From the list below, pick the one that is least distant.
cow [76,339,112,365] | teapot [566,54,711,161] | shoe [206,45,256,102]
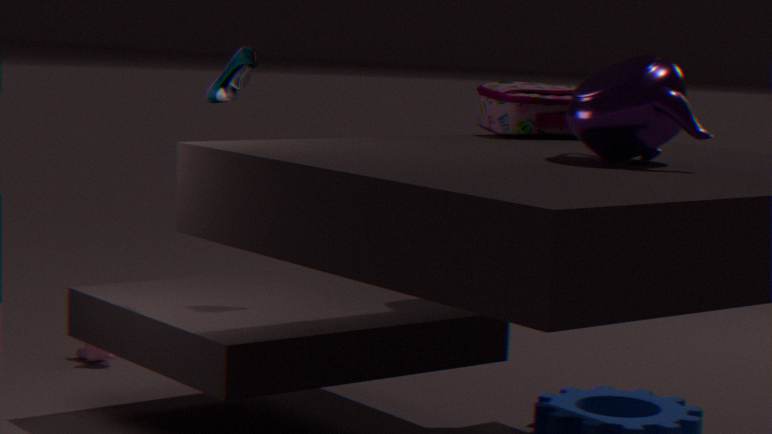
teapot [566,54,711,161]
